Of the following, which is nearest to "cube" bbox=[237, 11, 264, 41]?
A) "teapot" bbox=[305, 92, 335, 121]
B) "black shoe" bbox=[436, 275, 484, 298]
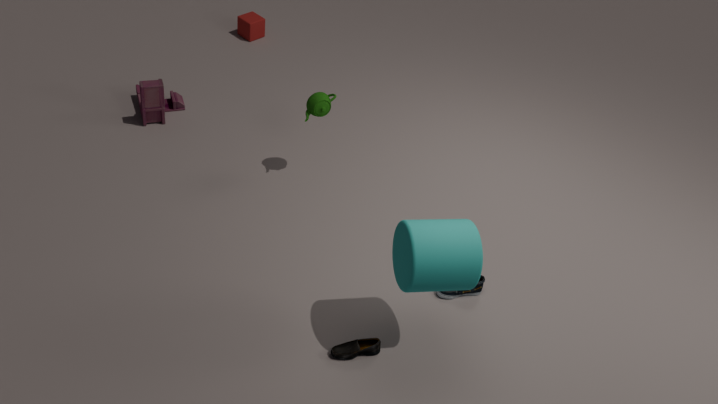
"teapot" bbox=[305, 92, 335, 121]
